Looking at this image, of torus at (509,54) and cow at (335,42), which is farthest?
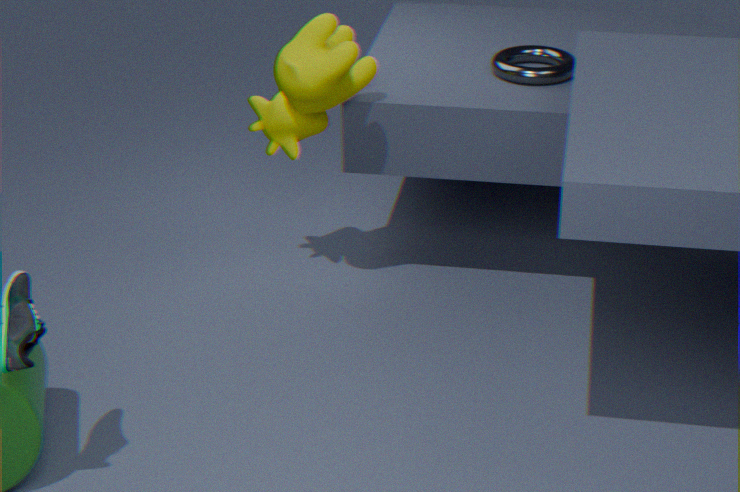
torus at (509,54)
